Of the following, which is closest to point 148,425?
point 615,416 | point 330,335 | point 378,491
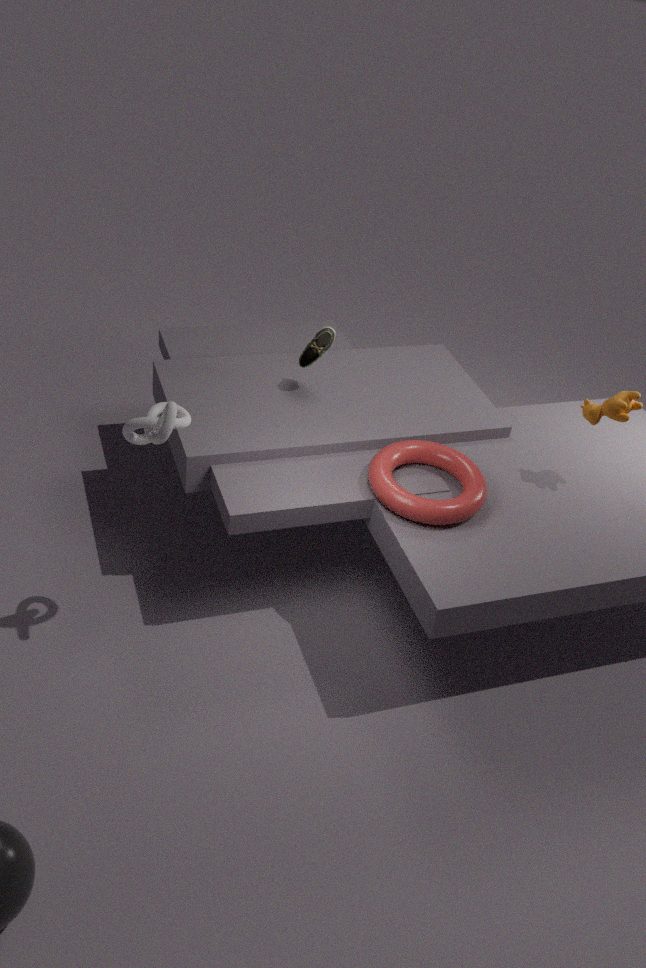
point 330,335
